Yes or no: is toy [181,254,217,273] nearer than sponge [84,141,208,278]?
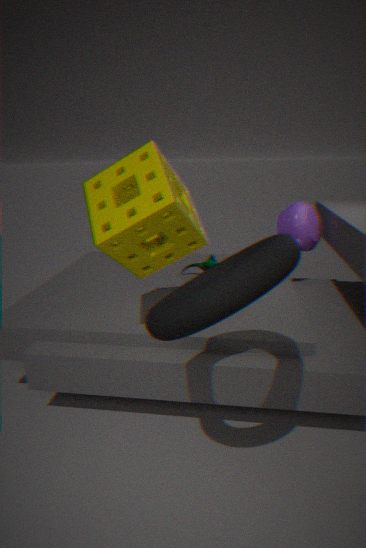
No
